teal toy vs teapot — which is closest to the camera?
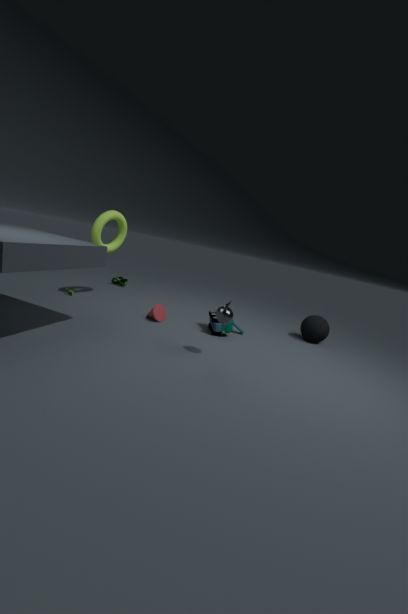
teapot
